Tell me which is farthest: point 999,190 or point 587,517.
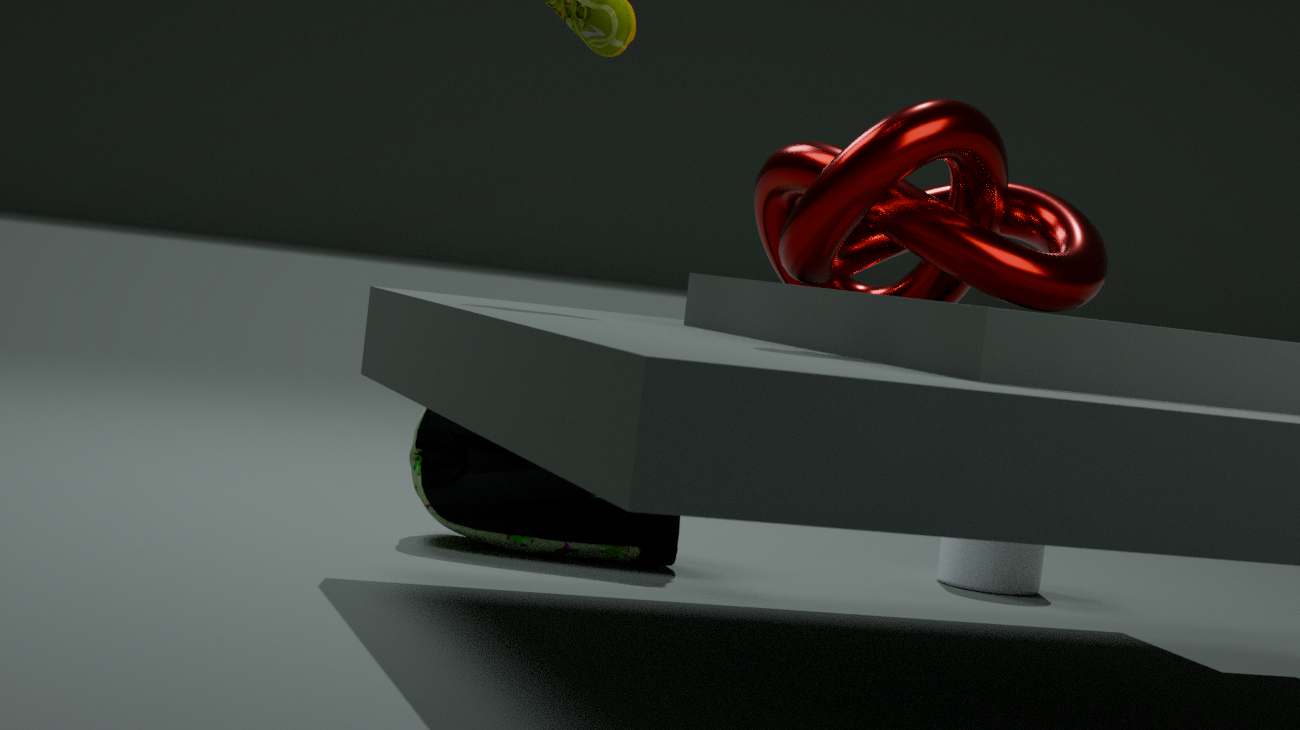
point 587,517
